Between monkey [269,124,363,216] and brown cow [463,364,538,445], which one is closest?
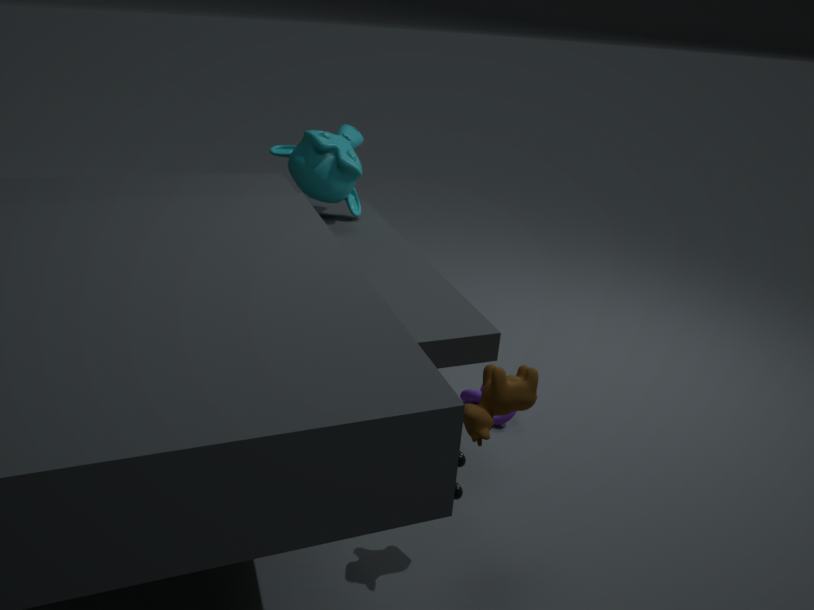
brown cow [463,364,538,445]
